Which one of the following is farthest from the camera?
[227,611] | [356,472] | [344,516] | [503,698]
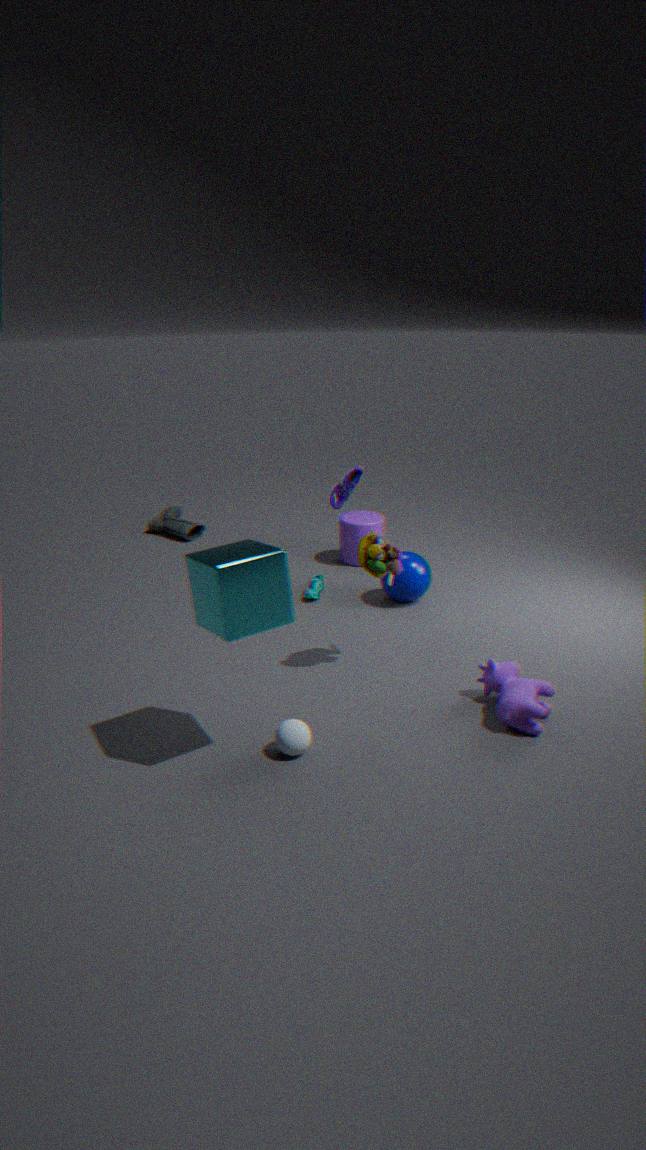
[344,516]
